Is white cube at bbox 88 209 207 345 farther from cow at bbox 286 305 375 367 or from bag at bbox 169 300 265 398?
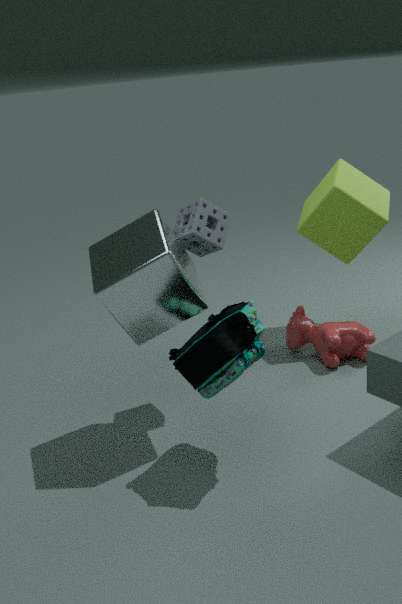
cow at bbox 286 305 375 367
